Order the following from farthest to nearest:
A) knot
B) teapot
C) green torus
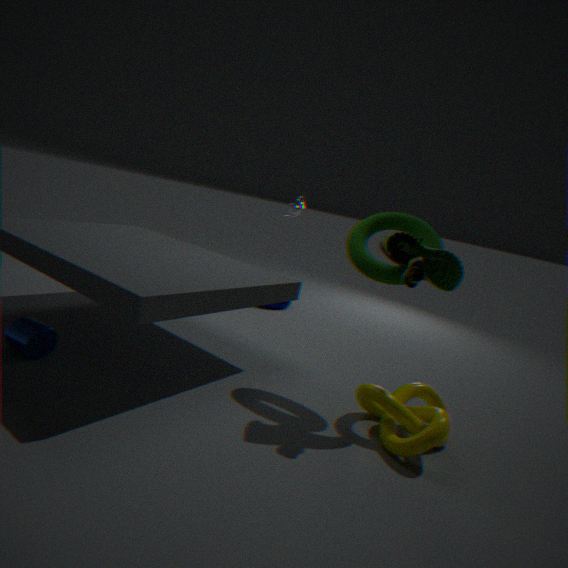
teapot, green torus, knot
